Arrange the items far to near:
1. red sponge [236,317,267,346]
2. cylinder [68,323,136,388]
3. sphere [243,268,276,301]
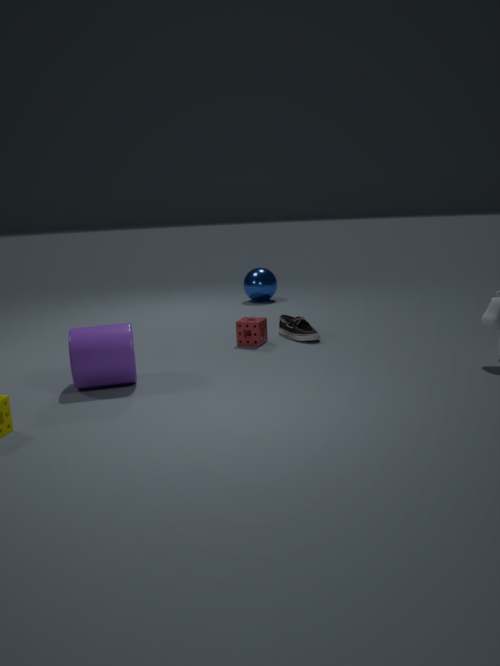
sphere [243,268,276,301]
red sponge [236,317,267,346]
cylinder [68,323,136,388]
